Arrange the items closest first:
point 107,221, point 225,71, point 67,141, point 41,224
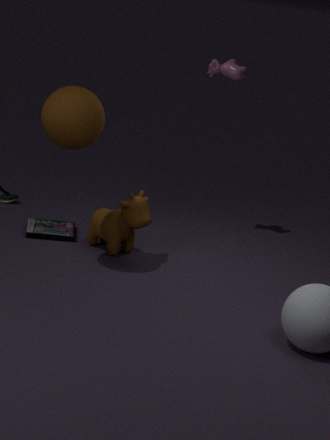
point 67,141 → point 107,221 → point 41,224 → point 225,71
